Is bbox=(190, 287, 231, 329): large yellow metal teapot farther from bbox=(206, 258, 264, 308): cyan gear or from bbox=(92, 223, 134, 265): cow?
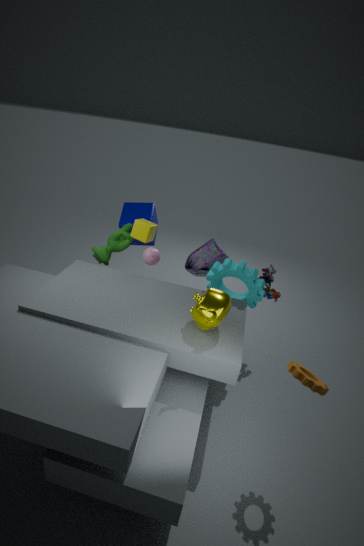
bbox=(92, 223, 134, 265): cow
